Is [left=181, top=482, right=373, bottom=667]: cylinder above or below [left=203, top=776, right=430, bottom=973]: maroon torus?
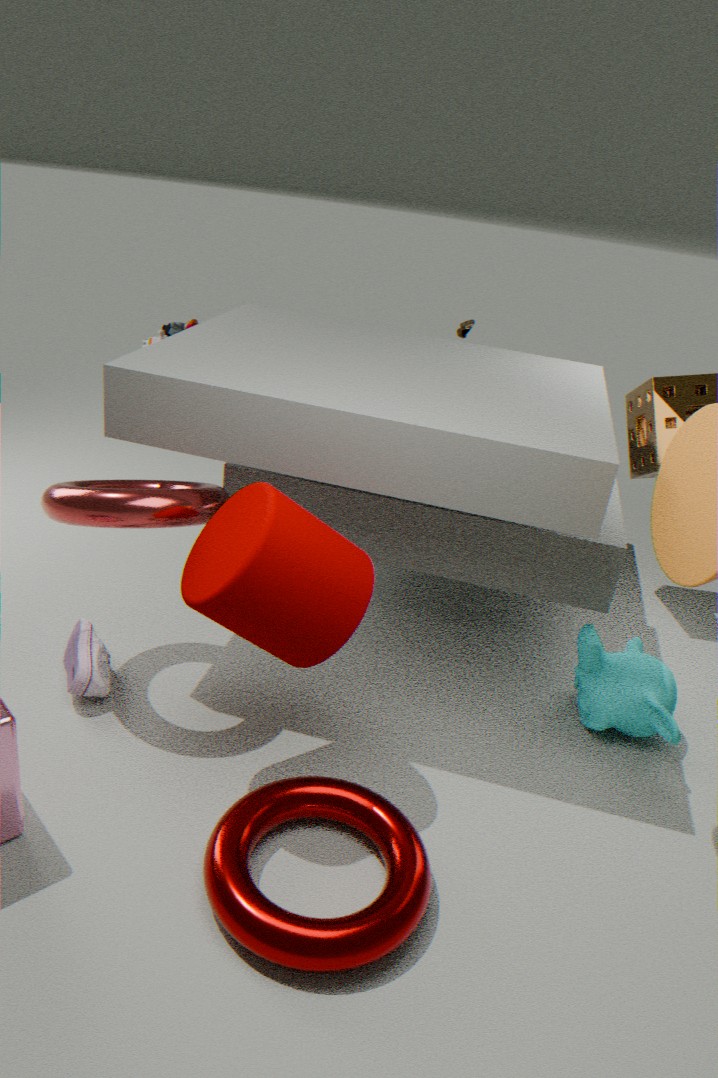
above
